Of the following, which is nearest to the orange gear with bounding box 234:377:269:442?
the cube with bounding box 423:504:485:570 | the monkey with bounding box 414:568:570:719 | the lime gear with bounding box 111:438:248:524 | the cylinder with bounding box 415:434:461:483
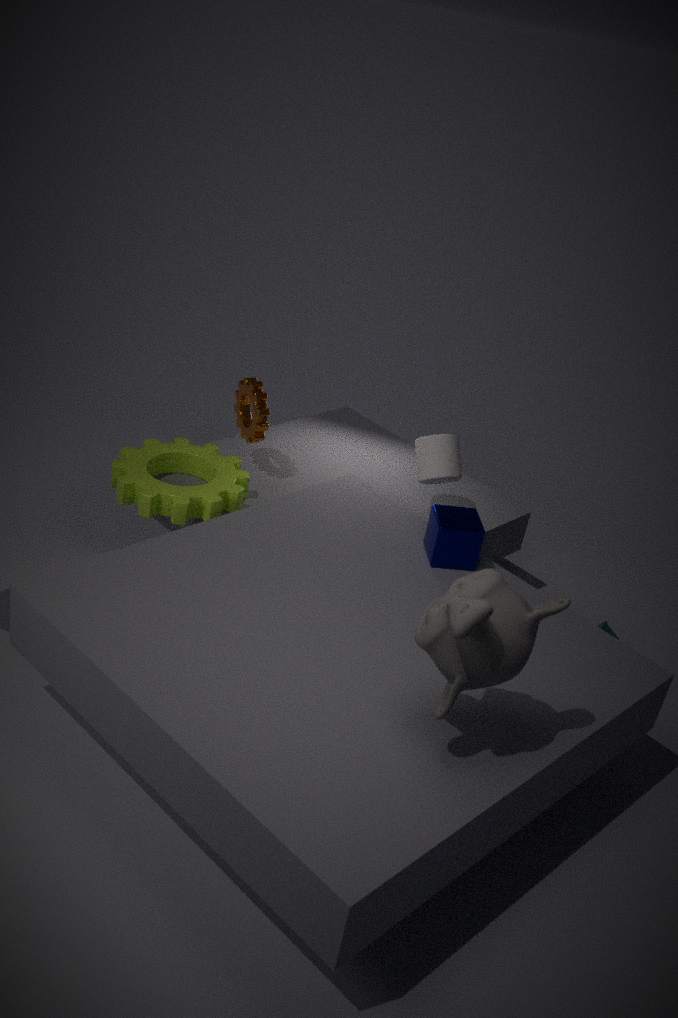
the lime gear with bounding box 111:438:248:524
